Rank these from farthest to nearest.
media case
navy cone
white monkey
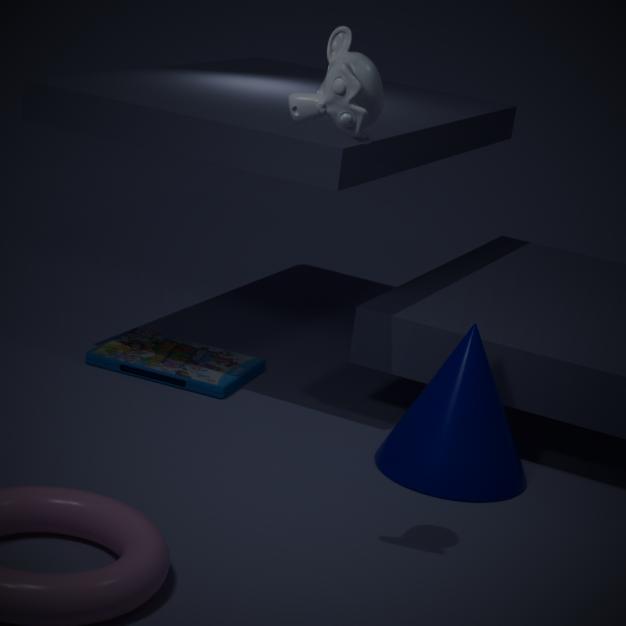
media case, navy cone, white monkey
